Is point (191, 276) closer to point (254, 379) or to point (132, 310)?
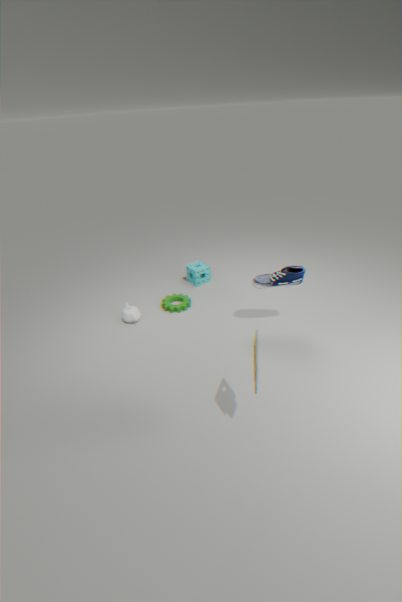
point (132, 310)
